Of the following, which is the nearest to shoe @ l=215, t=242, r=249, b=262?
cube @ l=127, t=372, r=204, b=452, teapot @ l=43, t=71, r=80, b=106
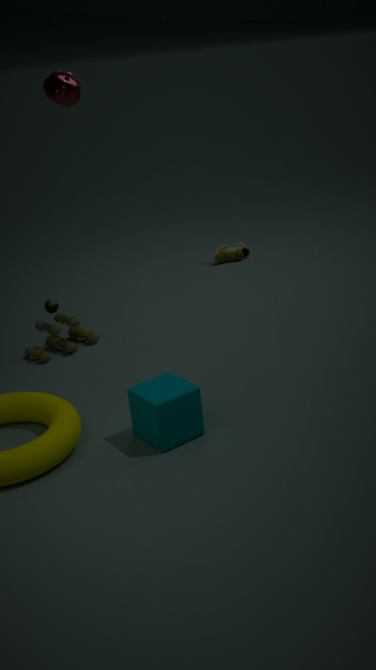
teapot @ l=43, t=71, r=80, b=106
